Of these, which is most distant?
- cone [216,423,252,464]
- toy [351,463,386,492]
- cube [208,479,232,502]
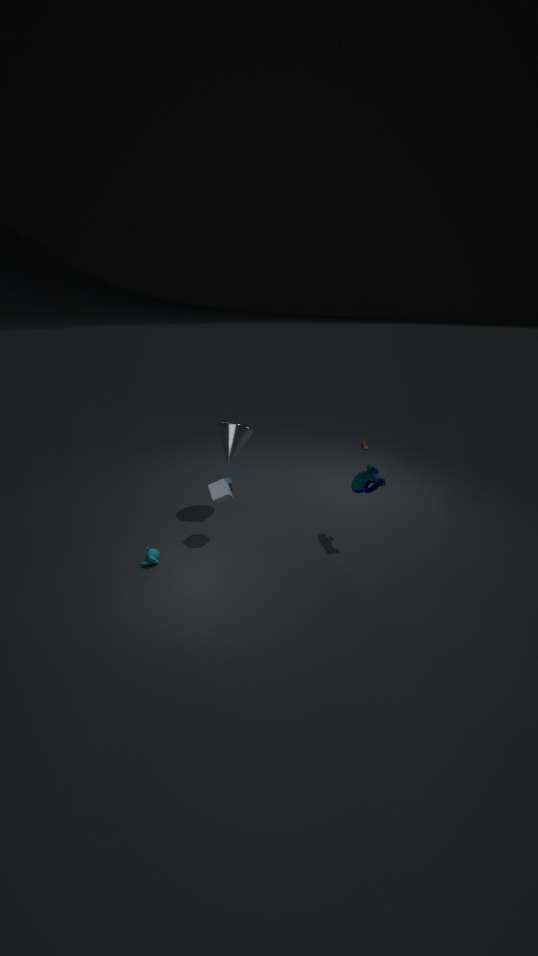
cone [216,423,252,464]
